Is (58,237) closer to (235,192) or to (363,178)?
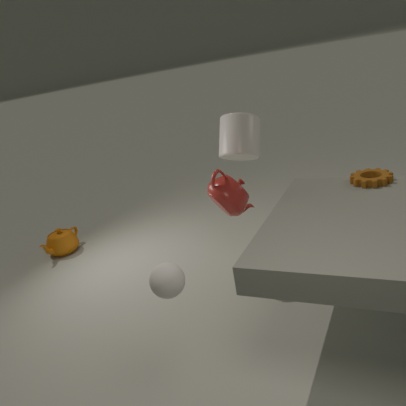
(235,192)
